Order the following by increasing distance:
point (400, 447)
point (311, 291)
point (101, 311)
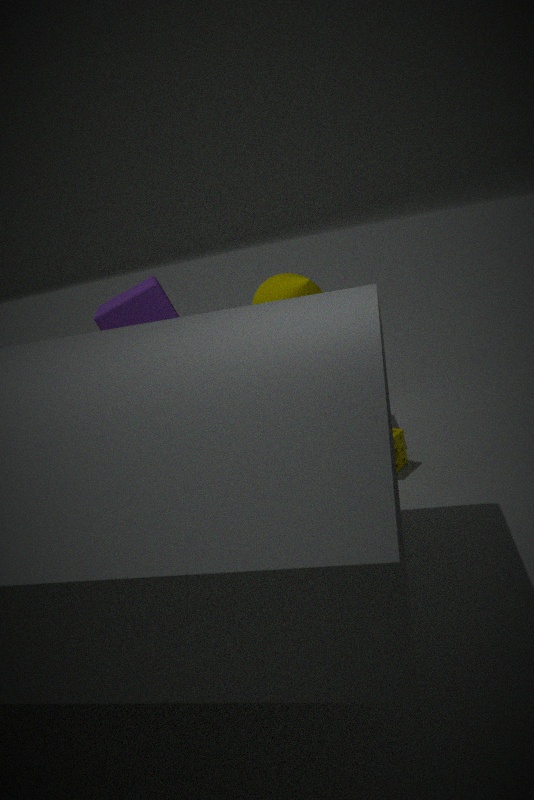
point (400, 447)
point (311, 291)
point (101, 311)
